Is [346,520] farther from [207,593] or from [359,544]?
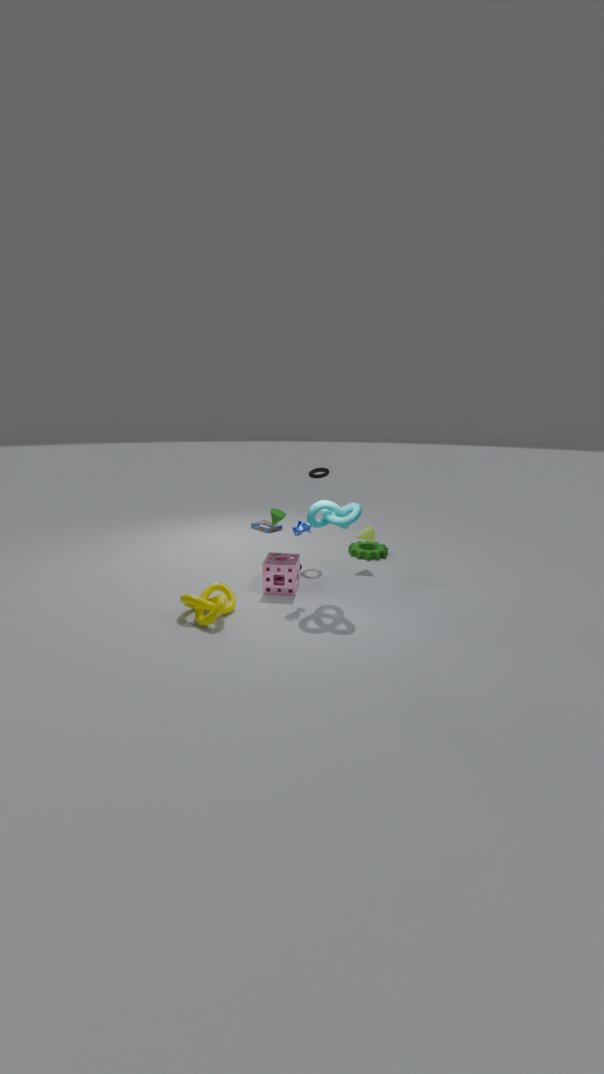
[359,544]
